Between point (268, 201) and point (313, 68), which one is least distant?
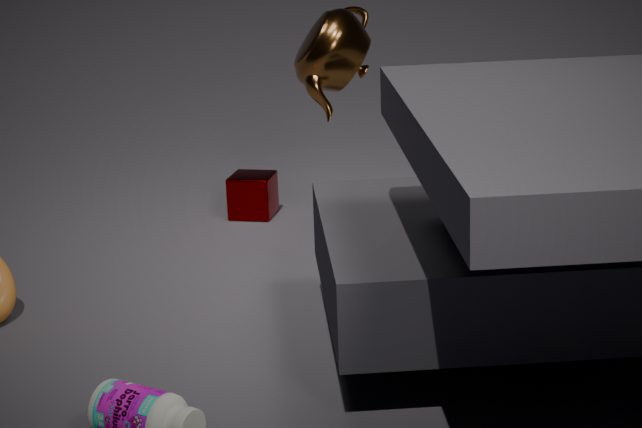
point (313, 68)
